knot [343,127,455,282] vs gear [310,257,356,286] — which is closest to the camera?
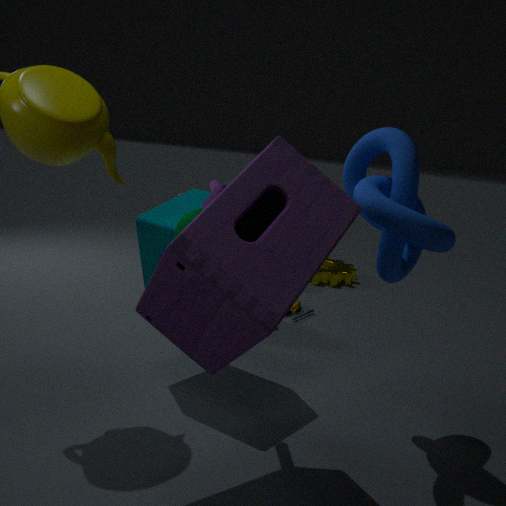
knot [343,127,455,282]
